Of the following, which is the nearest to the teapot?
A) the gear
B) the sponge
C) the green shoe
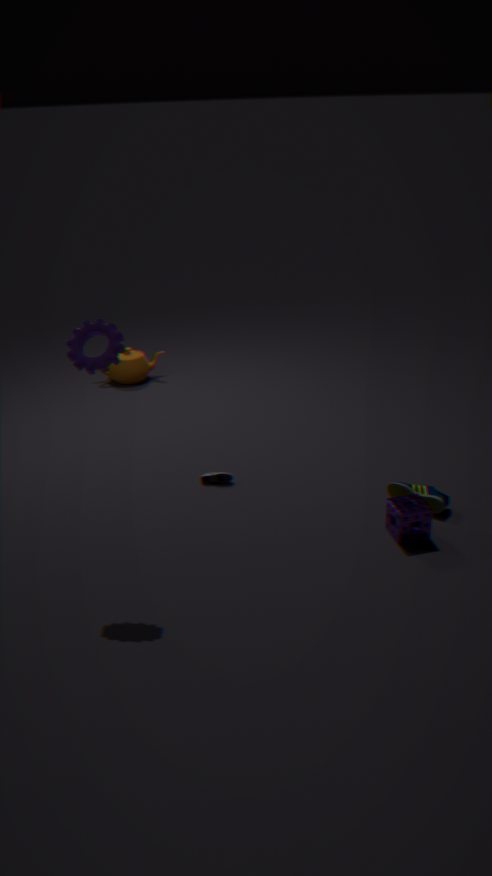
the gear
